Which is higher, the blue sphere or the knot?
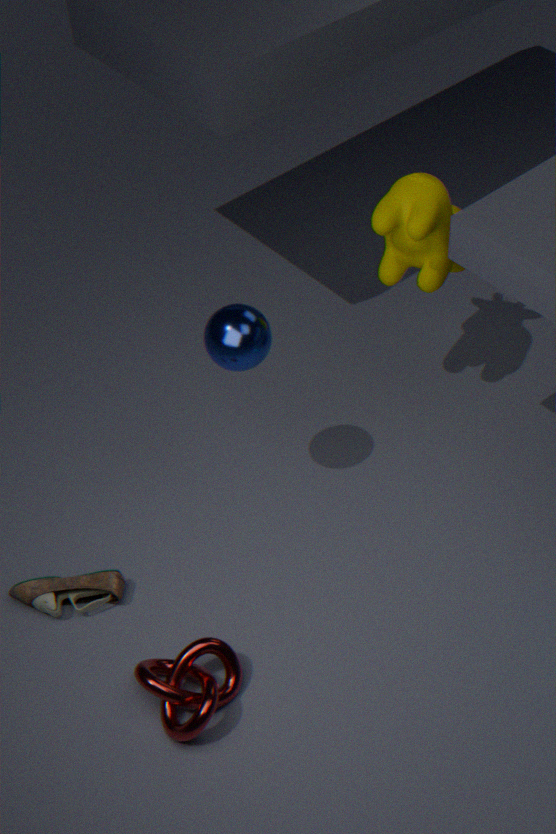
the blue sphere
